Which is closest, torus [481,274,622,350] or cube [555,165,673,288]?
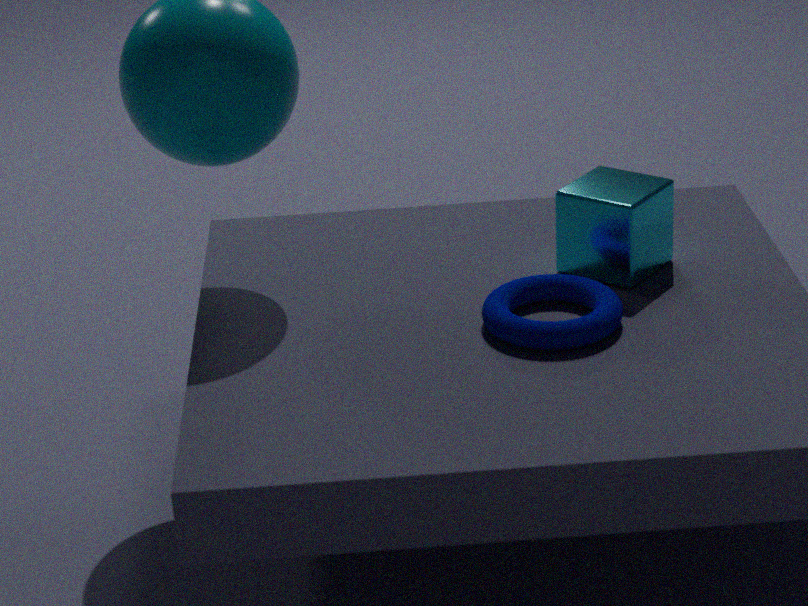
torus [481,274,622,350]
